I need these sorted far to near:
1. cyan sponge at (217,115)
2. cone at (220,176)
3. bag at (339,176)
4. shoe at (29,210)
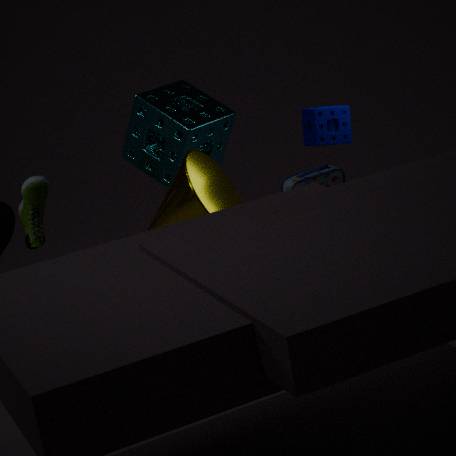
bag at (339,176) → shoe at (29,210) → cyan sponge at (217,115) → cone at (220,176)
